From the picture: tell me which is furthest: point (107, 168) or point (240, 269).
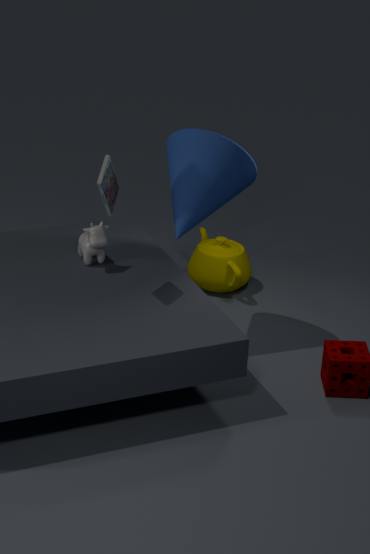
point (240, 269)
